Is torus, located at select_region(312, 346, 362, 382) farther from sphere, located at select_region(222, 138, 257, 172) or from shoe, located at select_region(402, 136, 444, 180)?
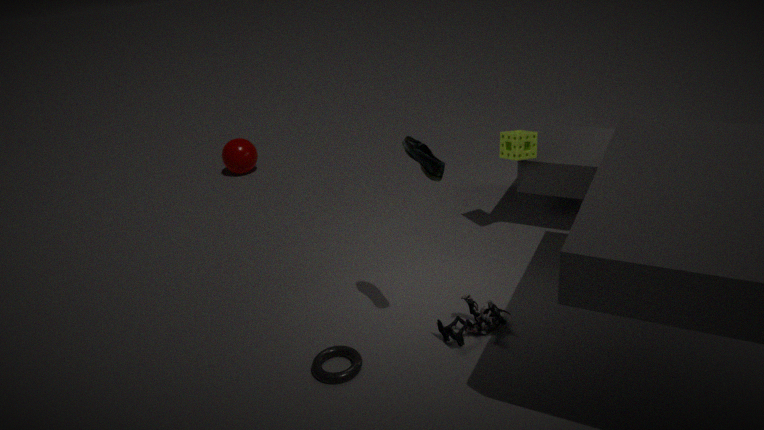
sphere, located at select_region(222, 138, 257, 172)
